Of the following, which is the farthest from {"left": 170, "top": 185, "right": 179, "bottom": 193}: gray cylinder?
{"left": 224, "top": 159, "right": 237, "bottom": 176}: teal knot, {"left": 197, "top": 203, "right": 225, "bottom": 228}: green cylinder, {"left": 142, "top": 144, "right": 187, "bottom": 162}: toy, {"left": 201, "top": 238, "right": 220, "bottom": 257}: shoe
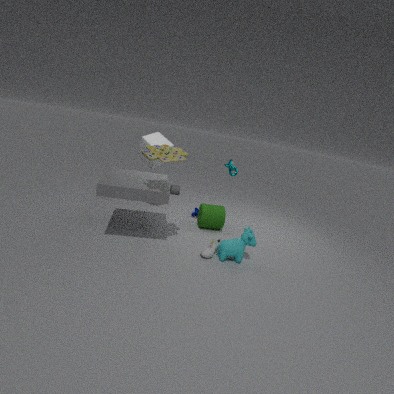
{"left": 142, "top": 144, "right": 187, "bottom": 162}: toy
